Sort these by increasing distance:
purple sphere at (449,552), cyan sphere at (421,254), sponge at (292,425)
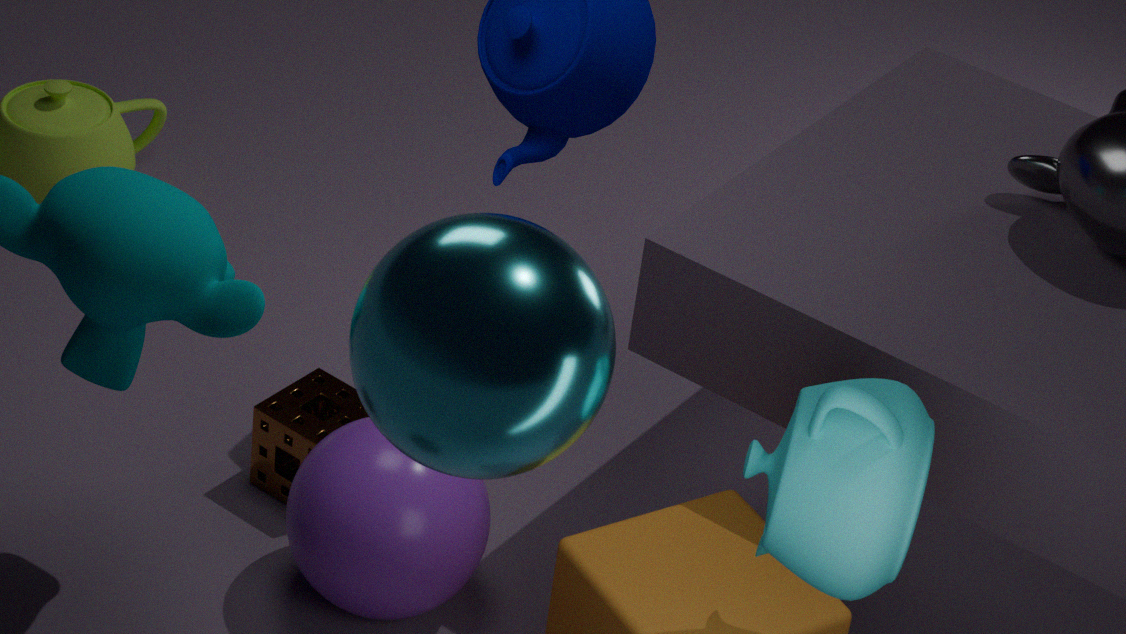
cyan sphere at (421,254)
purple sphere at (449,552)
sponge at (292,425)
